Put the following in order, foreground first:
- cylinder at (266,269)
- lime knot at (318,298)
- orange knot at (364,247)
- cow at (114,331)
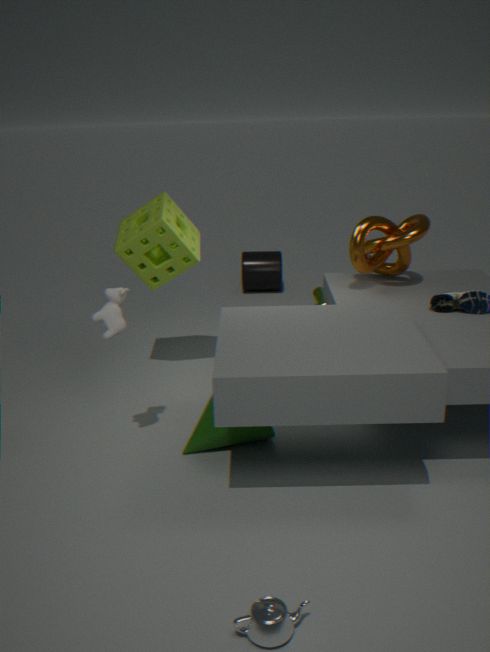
cow at (114,331) < orange knot at (364,247) < lime knot at (318,298) < cylinder at (266,269)
